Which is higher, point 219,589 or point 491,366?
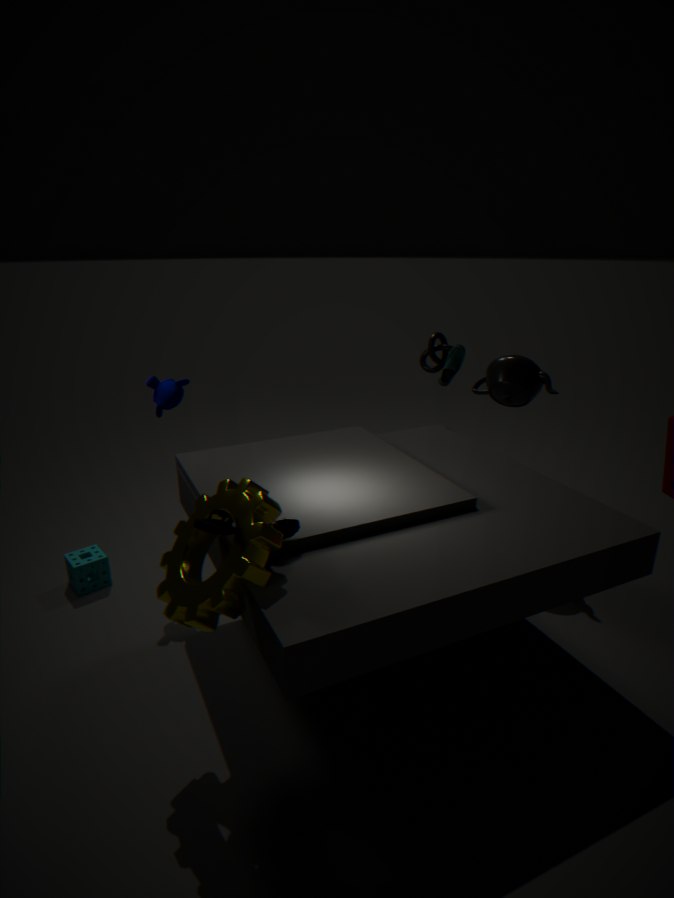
point 491,366
